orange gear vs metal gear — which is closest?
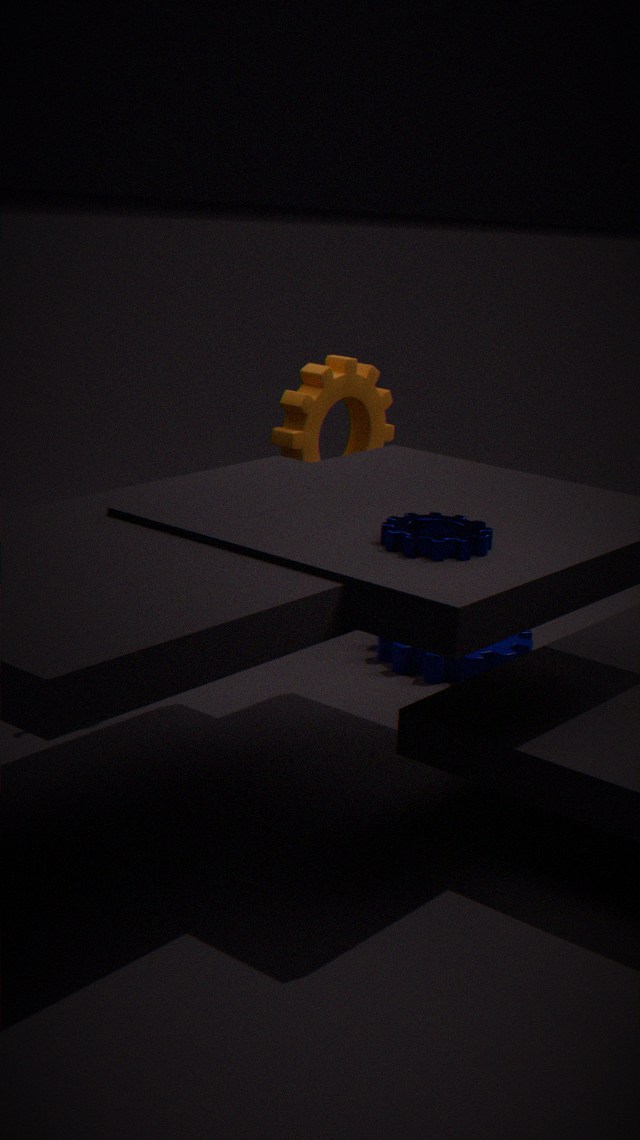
metal gear
